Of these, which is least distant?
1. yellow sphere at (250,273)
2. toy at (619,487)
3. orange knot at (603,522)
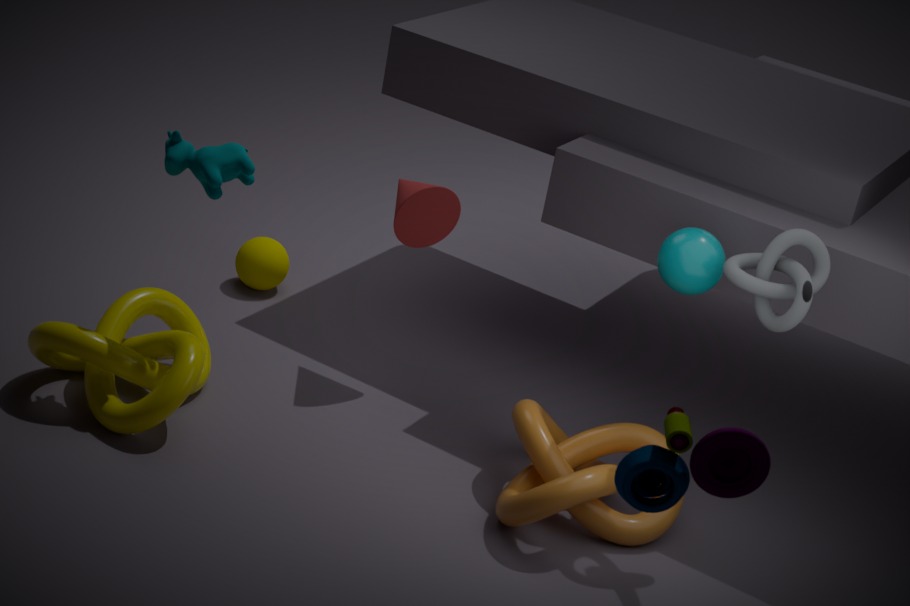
toy at (619,487)
